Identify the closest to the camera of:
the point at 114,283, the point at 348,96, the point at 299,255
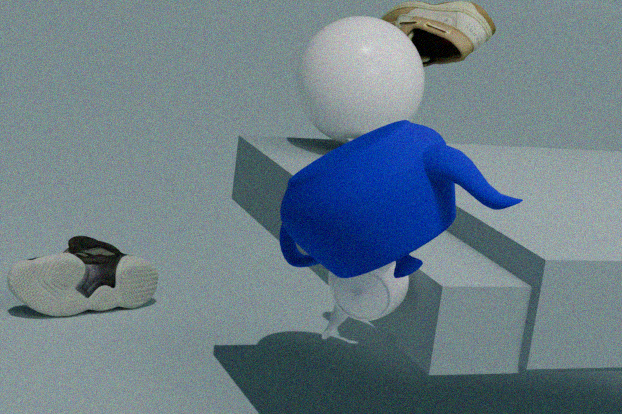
the point at 299,255
